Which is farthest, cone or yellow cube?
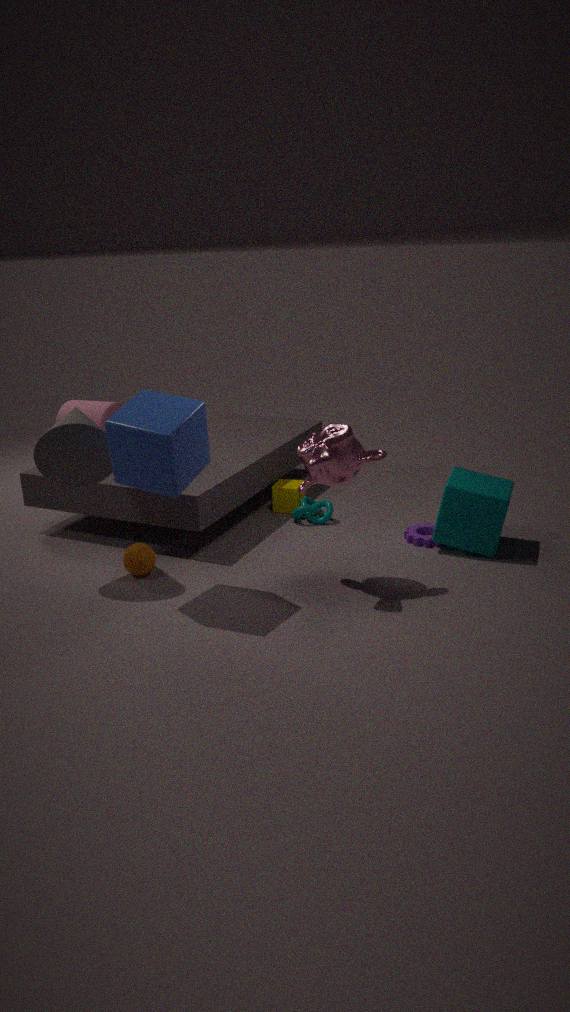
yellow cube
